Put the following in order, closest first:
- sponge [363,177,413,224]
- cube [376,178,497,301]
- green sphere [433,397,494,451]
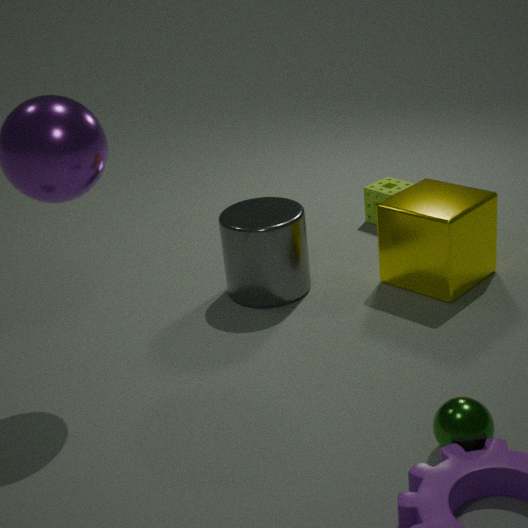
green sphere [433,397,494,451], cube [376,178,497,301], sponge [363,177,413,224]
